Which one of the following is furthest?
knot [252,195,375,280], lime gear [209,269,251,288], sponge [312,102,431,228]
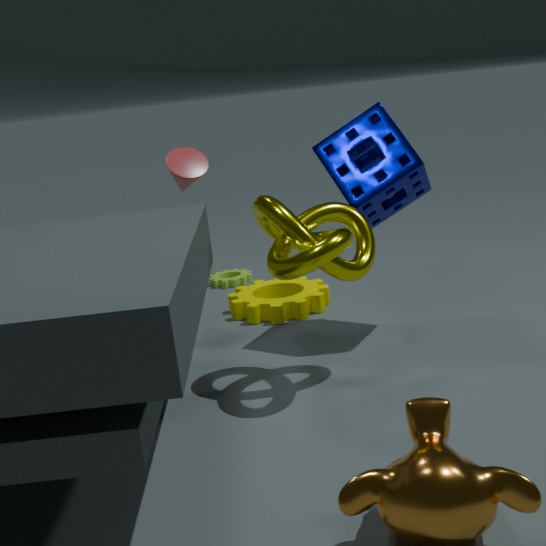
lime gear [209,269,251,288]
